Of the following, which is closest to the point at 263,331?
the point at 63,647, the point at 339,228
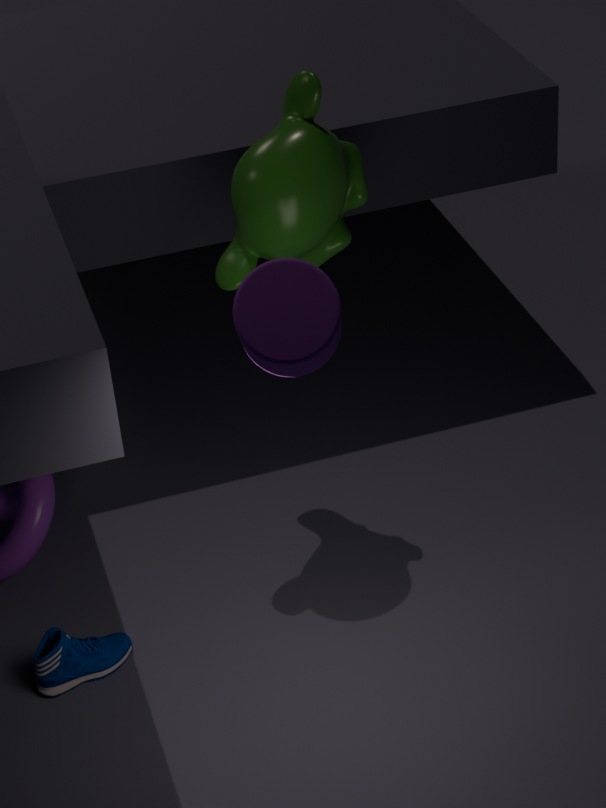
the point at 339,228
